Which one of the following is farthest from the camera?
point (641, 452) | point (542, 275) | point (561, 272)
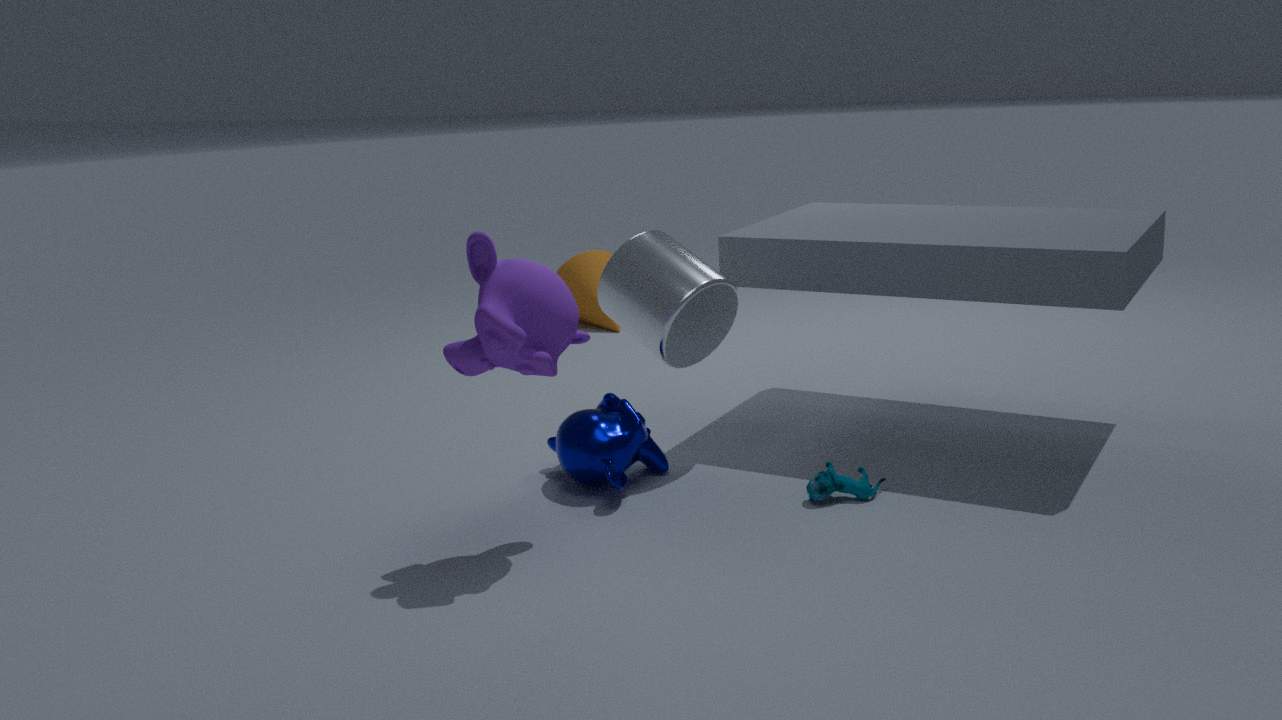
point (561, 272)
